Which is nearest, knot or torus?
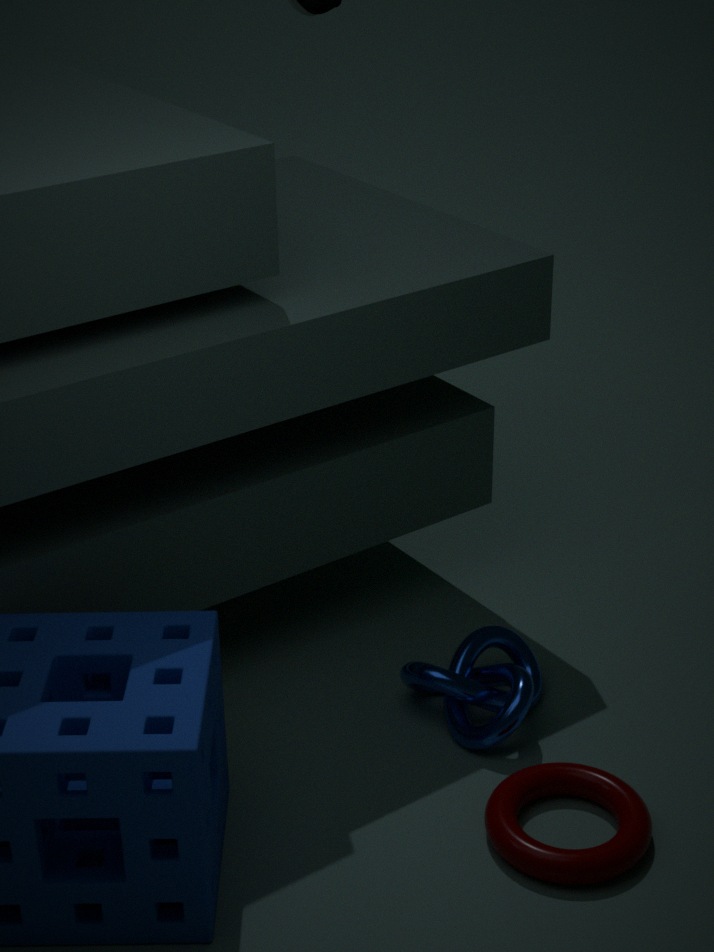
torus
